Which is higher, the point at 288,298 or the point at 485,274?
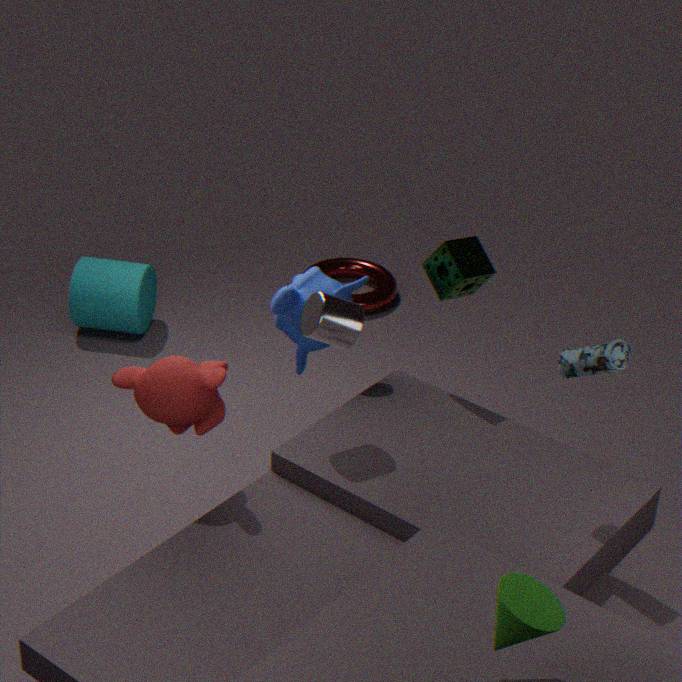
the point at 485,274
